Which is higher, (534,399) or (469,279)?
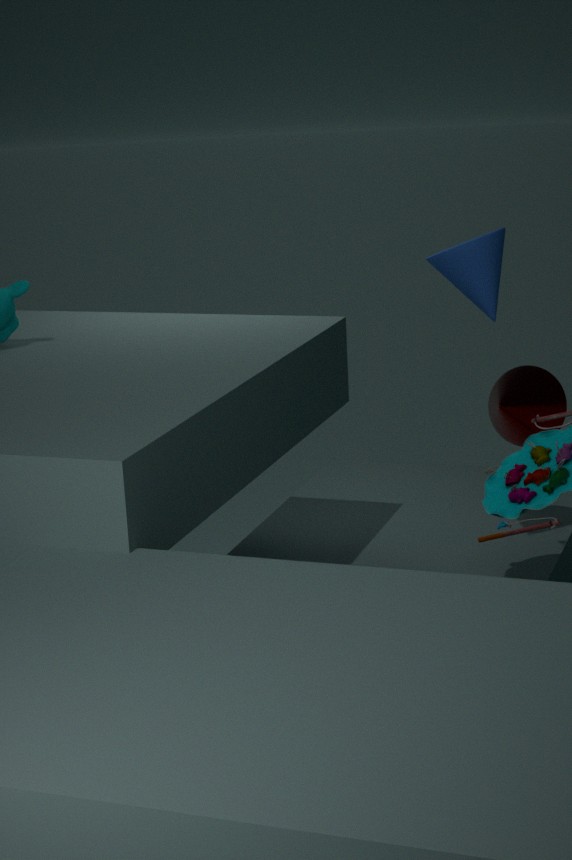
(469,279)
